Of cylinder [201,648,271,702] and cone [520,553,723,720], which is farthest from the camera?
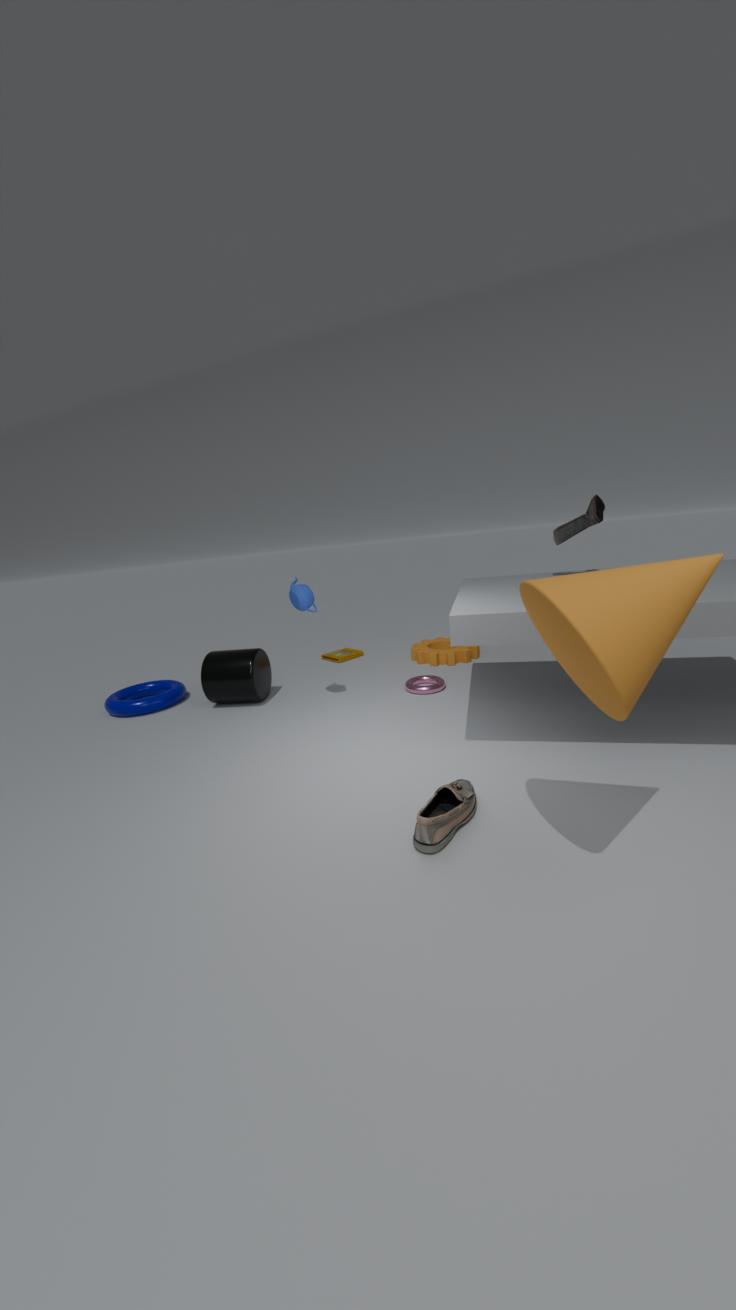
cylinder [201,648,271,702]
